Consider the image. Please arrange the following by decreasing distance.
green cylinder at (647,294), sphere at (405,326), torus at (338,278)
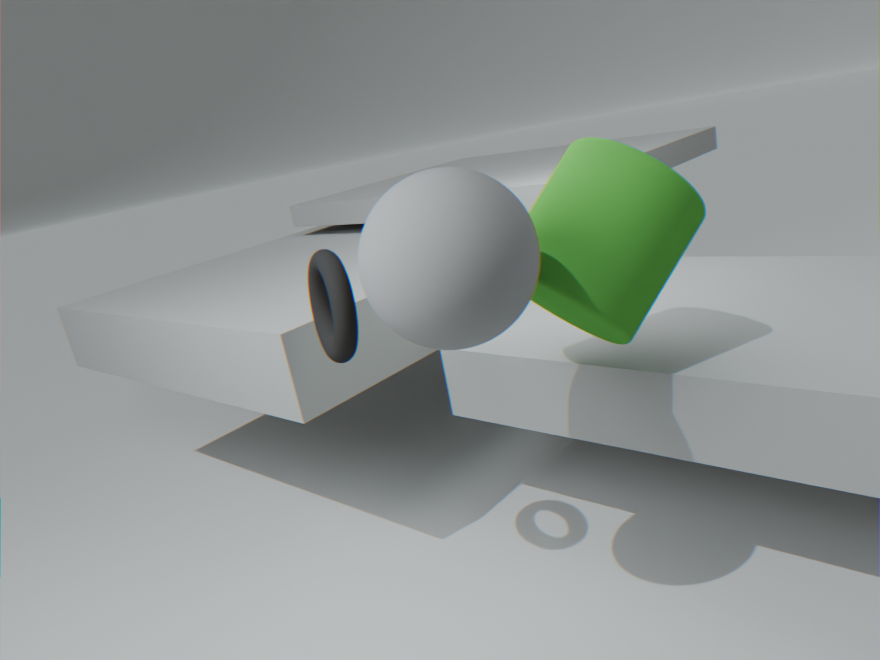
torus at (338,278)
green cylinder at (647,294)
sphere at (405,326)
